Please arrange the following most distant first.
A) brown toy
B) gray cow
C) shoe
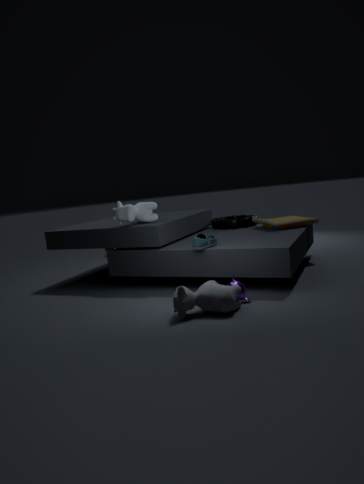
brown toy < shoe < gray cow
